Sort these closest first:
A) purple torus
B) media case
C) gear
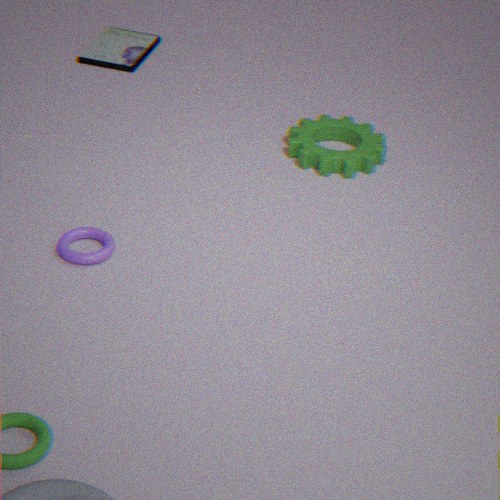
purple torus → gear → media case
